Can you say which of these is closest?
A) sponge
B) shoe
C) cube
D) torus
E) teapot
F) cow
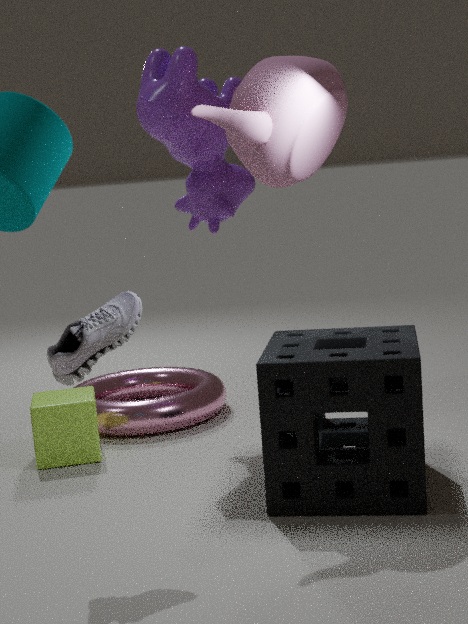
shoe
